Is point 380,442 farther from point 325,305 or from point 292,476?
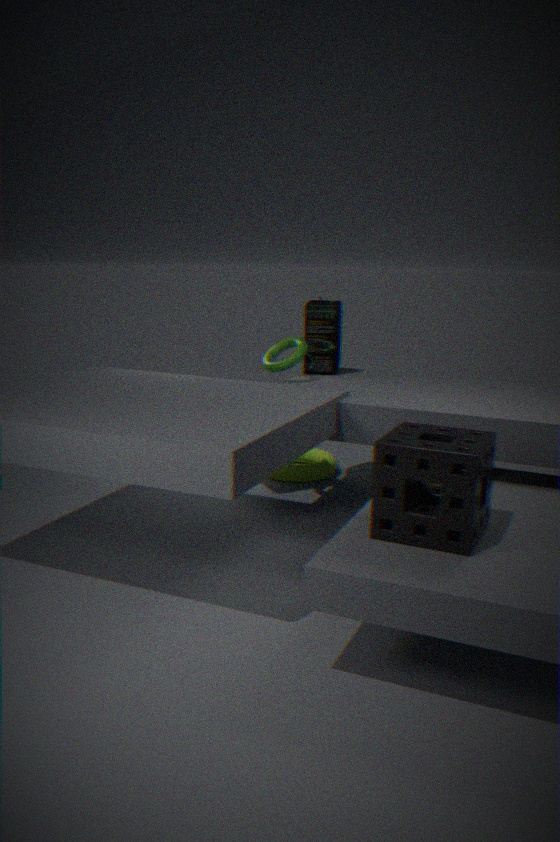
point 292,476
